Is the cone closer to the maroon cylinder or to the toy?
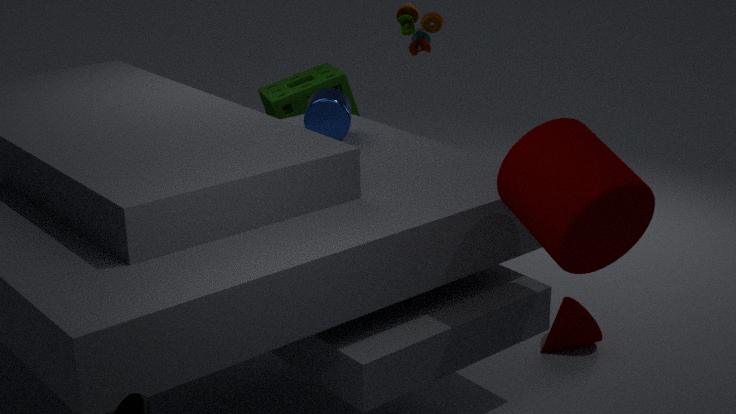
the maroon cylinder
